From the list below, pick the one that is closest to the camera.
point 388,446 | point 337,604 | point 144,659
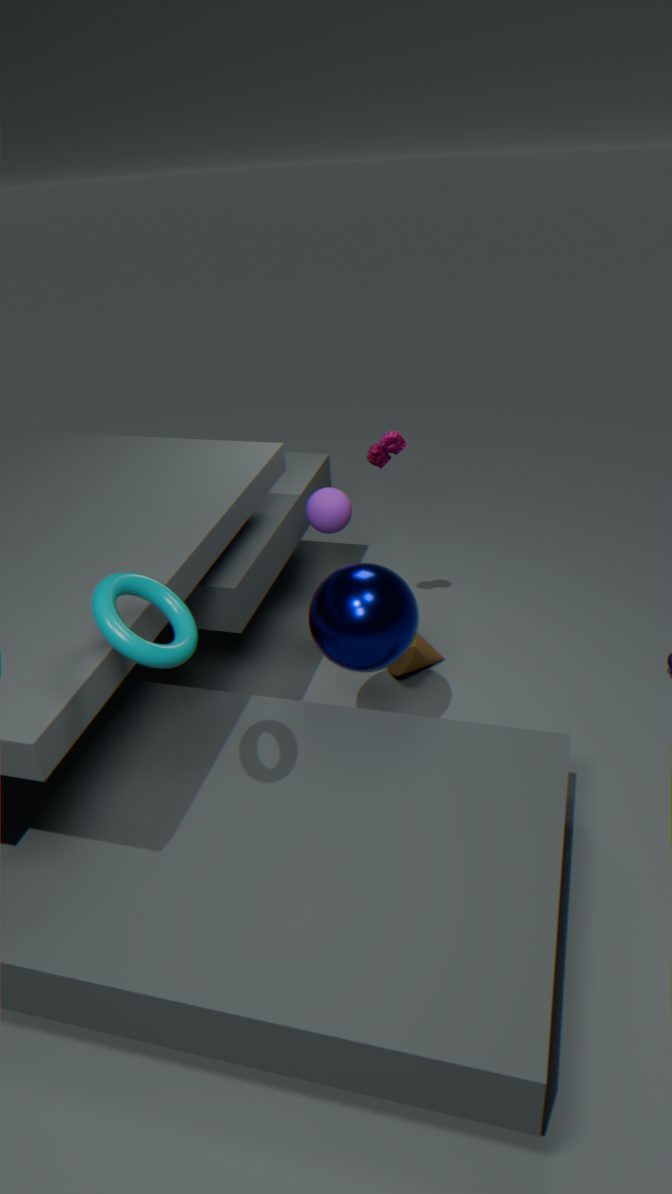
point 144,659
